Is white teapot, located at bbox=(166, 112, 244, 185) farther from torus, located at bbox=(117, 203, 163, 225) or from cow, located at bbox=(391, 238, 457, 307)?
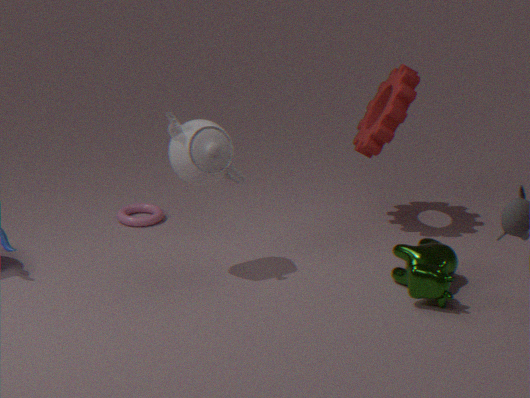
cow, located at bbox=(391, 238, 457, 307)
